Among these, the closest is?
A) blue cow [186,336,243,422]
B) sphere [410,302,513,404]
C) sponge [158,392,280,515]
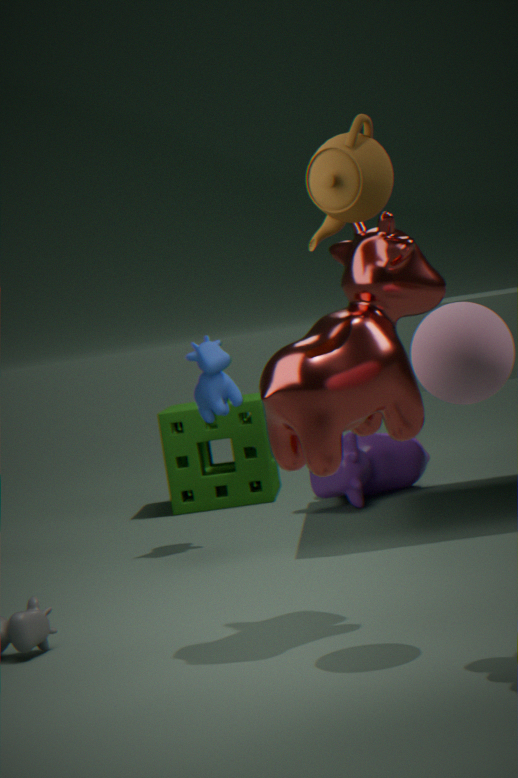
sphere [410,302,513,404]
